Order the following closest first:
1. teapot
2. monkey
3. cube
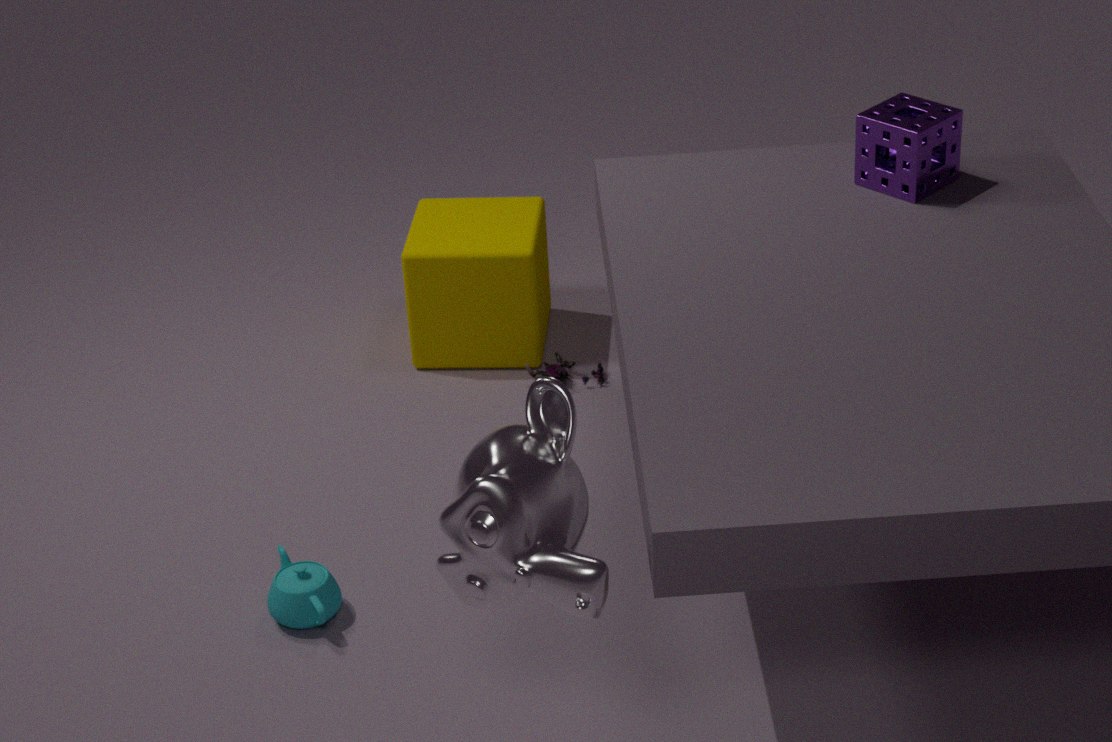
monkey, teapot, cube
